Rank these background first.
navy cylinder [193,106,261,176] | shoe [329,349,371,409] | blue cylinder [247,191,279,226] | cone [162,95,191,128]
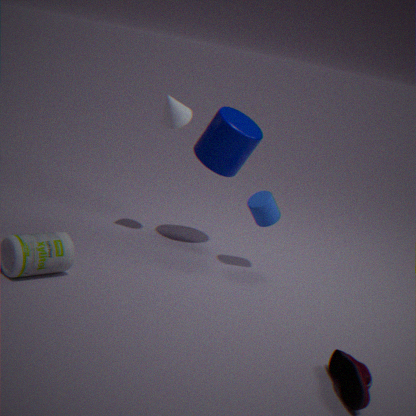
navy cylinder [193,106,261,176], cone [162,95,191,128], blue cylinder [247,191,279,226], shoe [329,349,371,409]
